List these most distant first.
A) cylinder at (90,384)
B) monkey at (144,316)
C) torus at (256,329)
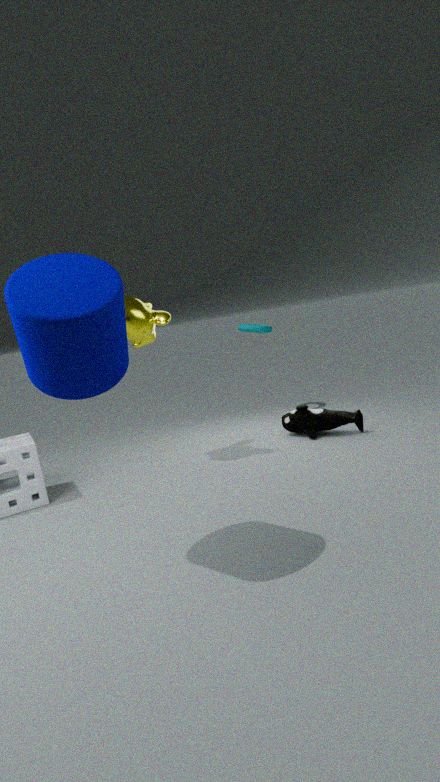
torus at (256,329) < monkey at (144,316) < cylinder at (90,384)
